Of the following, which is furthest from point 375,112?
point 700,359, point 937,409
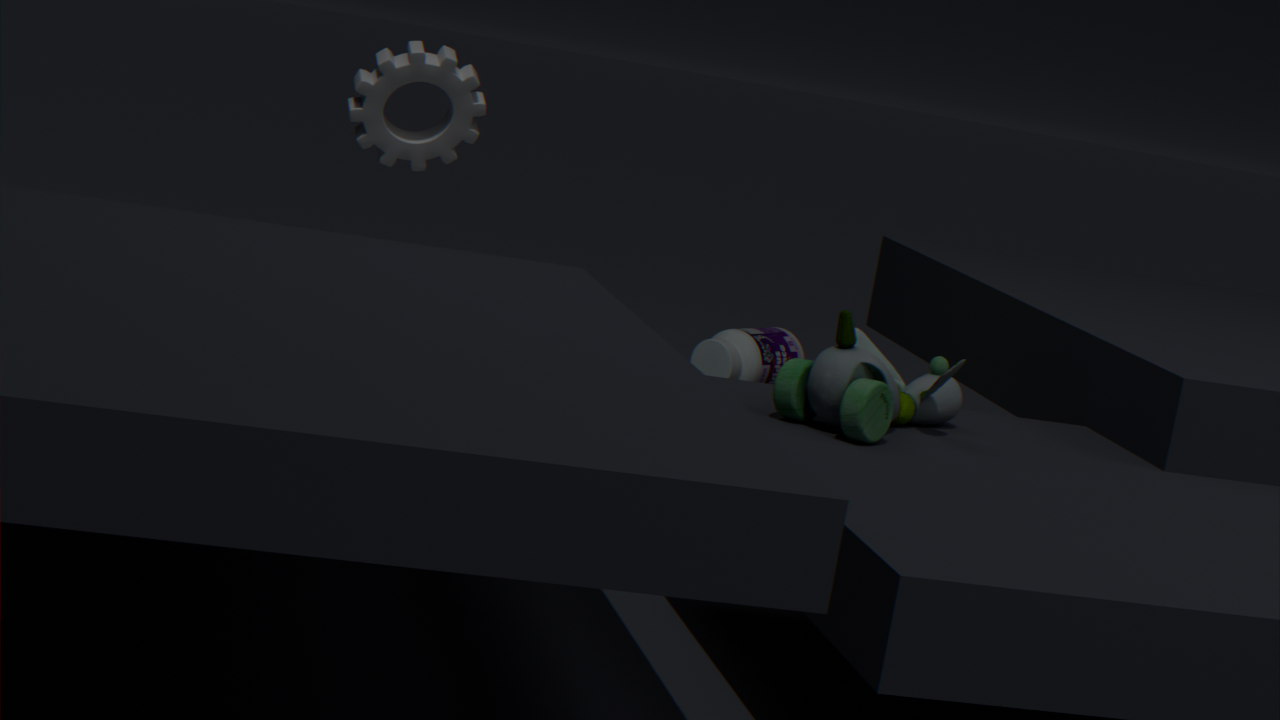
point 937,409
